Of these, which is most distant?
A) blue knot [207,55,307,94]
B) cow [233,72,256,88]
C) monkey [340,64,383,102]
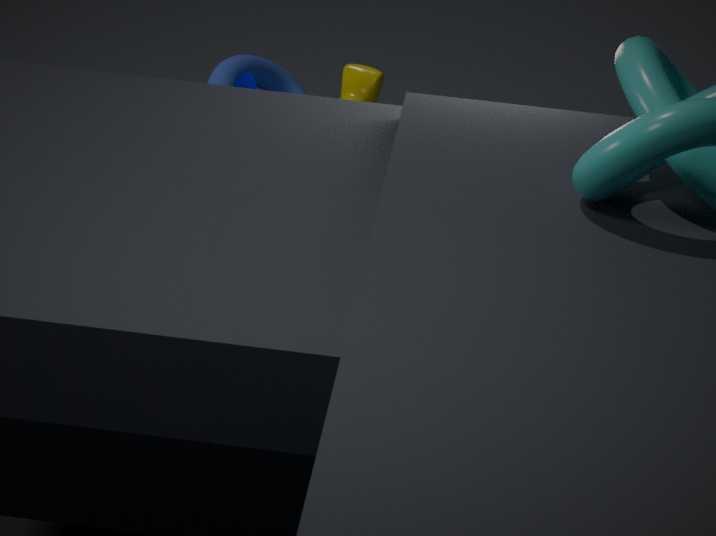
C. monkey [340,64,383,102]
